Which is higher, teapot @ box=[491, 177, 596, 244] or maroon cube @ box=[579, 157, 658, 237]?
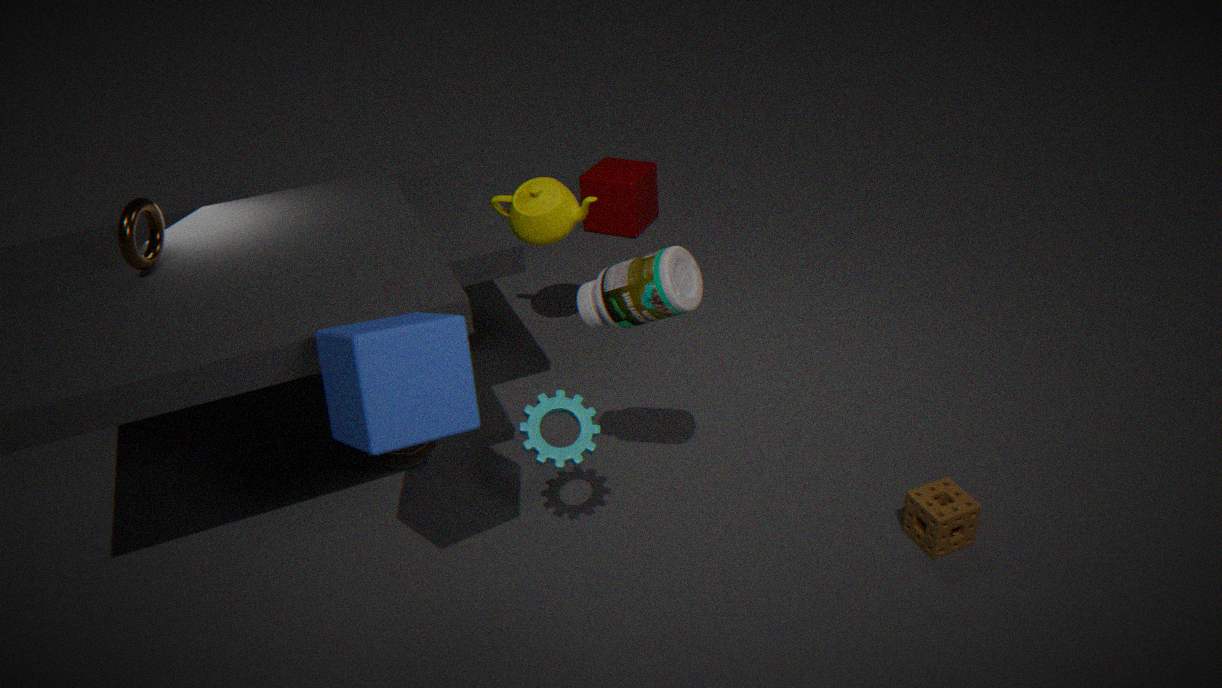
teapot @ box=[491, 177, 596, 244]
